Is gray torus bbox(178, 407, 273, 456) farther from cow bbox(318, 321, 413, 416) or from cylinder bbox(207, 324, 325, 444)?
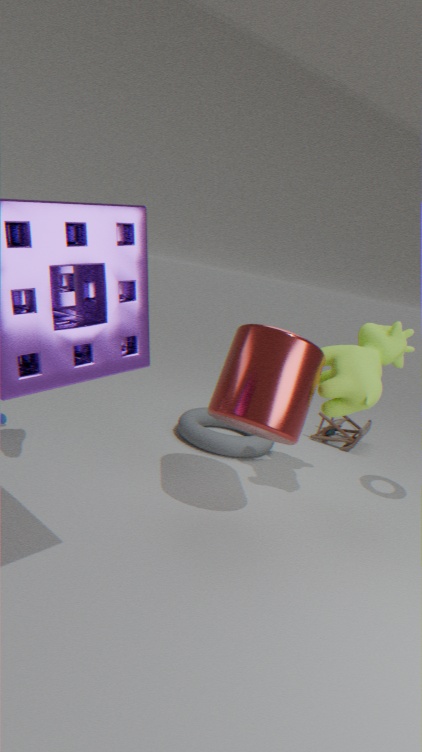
cow bbox(318, 321, 413, 416)
